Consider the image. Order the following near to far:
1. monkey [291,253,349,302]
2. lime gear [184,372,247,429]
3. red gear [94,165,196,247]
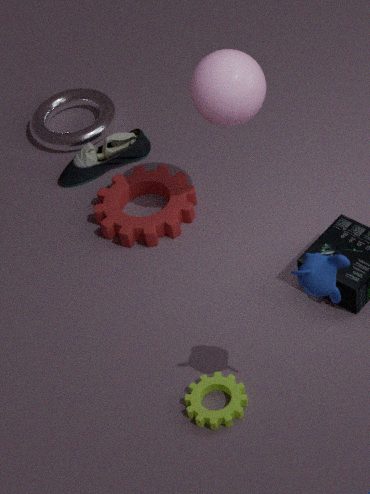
monkey [291,253,349,302]
lime gear [184,372,247,429]
red gear [94,165,196,247]
